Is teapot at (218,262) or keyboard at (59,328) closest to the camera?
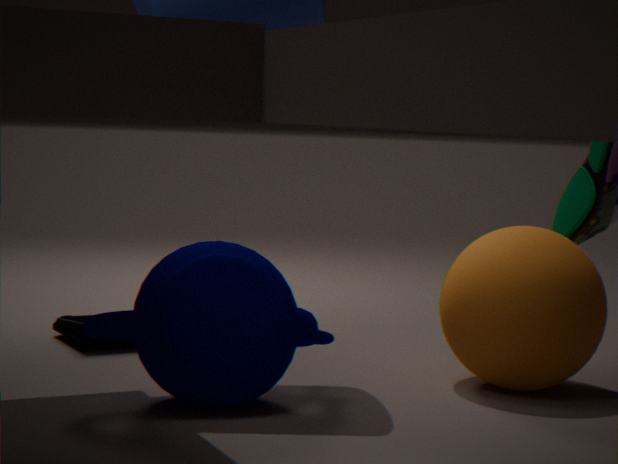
teapot at (218,262)
